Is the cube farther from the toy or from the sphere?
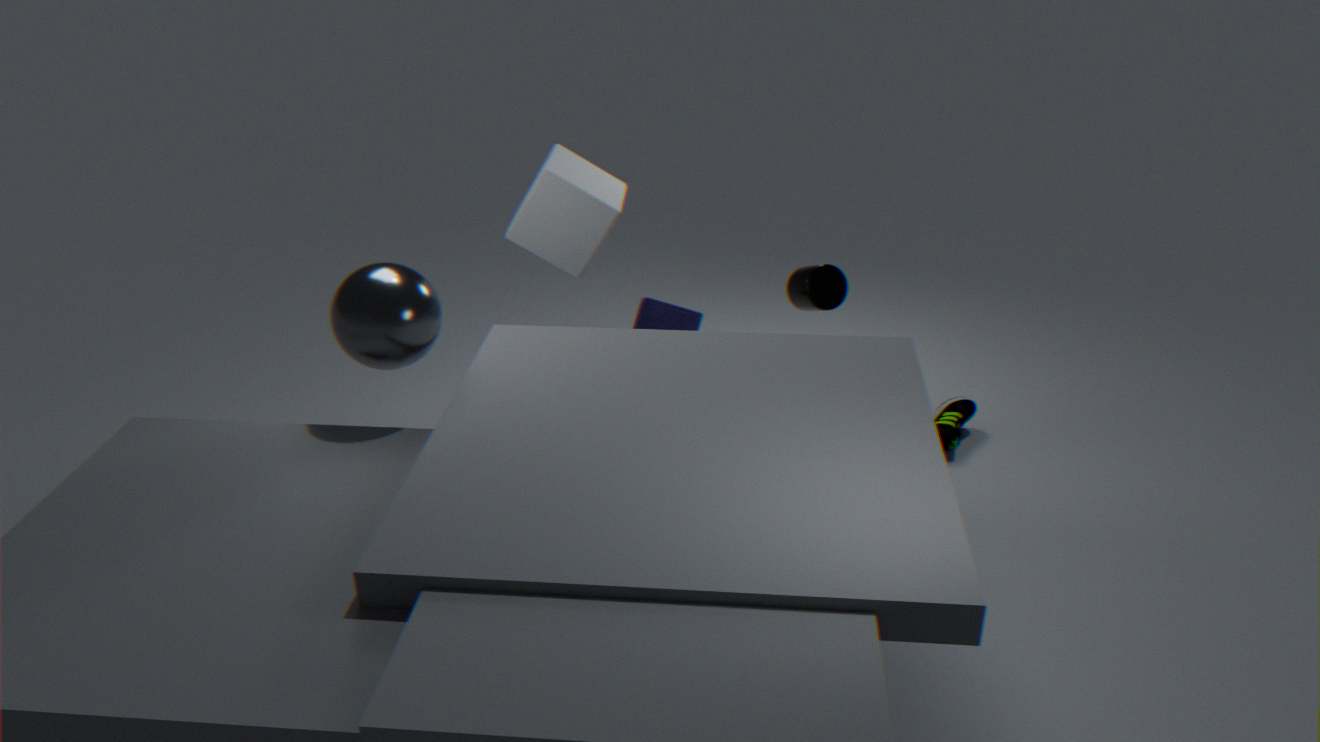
the sphere
